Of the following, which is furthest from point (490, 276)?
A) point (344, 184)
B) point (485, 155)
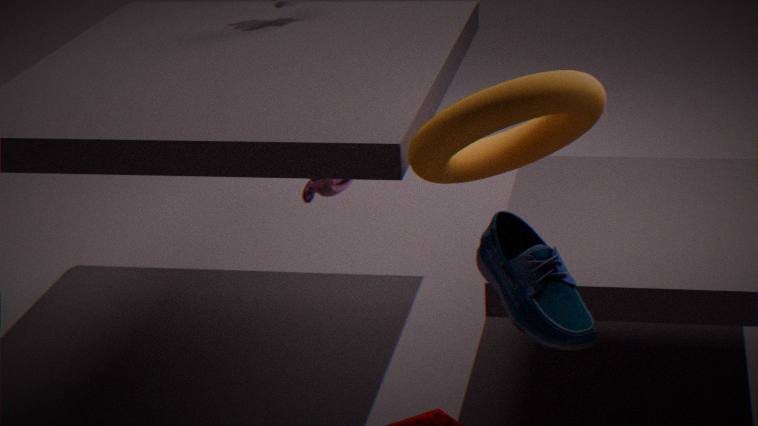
point (344, 184)
